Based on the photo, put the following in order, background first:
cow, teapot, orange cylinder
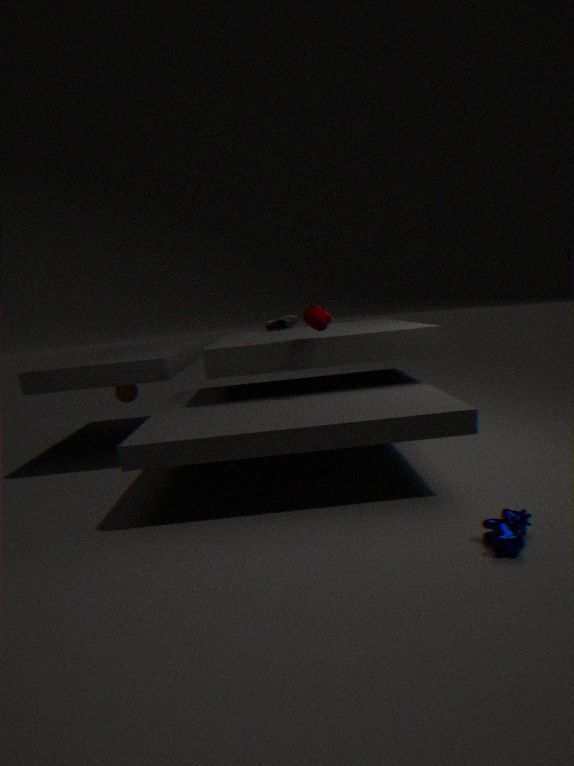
orange cylinder < teapot < cow
